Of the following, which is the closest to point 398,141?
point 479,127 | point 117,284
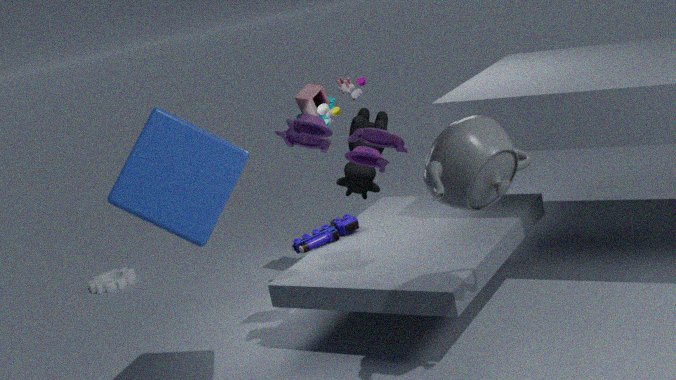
point 479,127
